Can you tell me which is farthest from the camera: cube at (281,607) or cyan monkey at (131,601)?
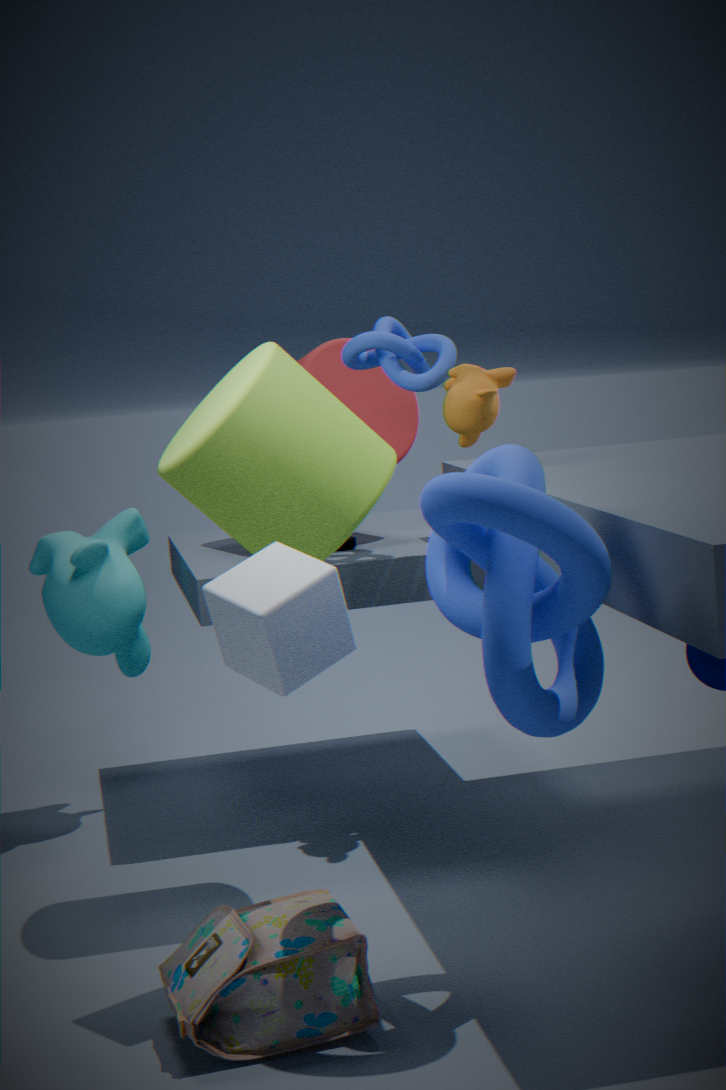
cyan monkey at (131,601)
